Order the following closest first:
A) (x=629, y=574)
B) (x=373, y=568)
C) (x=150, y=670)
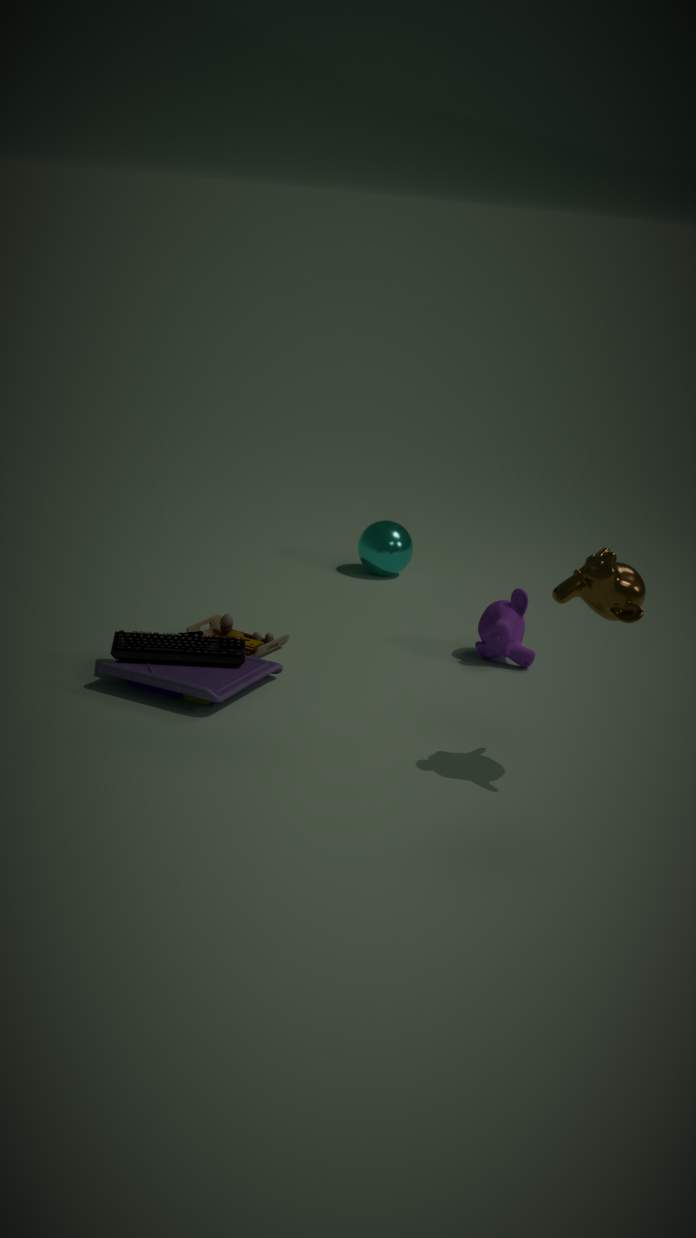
1. (x=629, y=574)
2. (x=150, y=670)
3. (x=373, y=568)
